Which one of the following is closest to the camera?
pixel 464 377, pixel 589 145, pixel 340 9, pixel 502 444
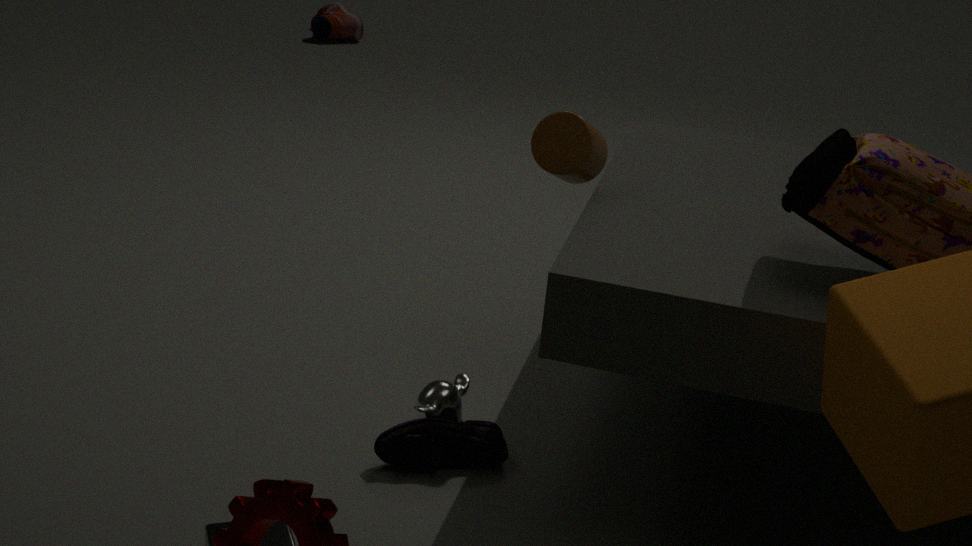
Answer: pixel 502 444
